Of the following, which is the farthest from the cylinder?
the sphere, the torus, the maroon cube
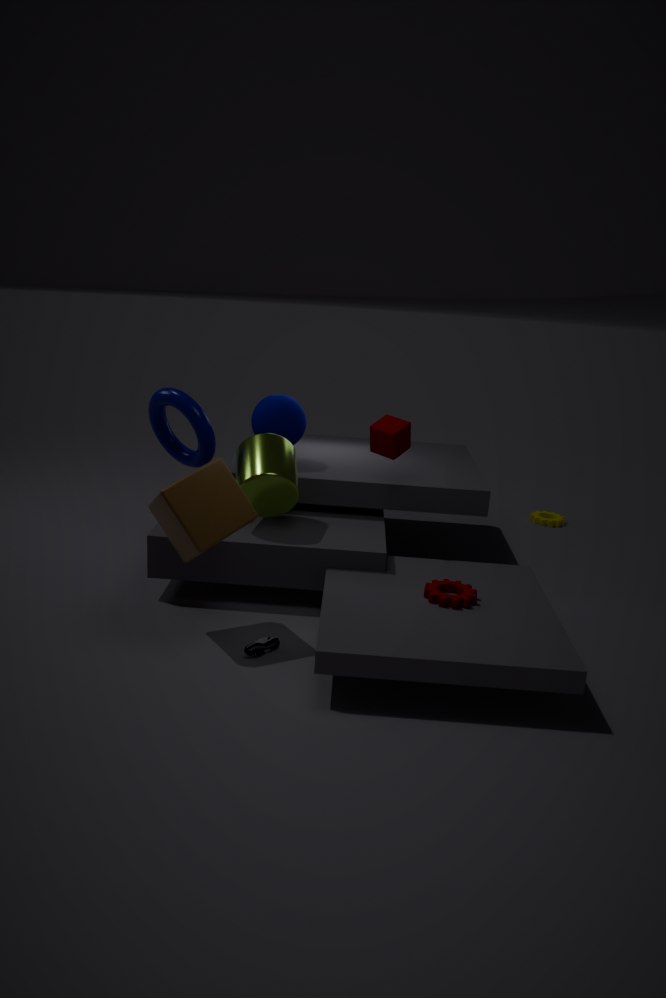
the maroon cube
